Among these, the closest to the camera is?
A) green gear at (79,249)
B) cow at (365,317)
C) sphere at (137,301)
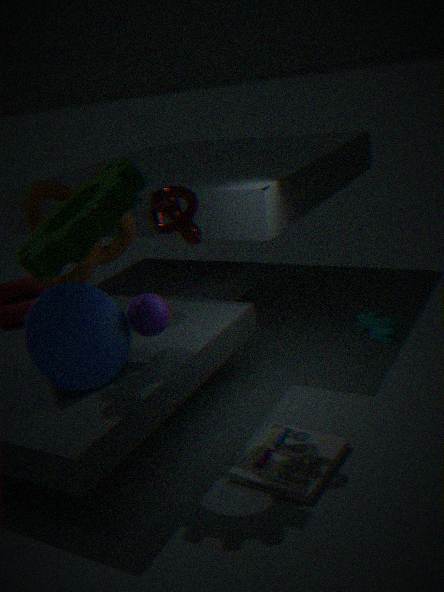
green gear at (79,249)
